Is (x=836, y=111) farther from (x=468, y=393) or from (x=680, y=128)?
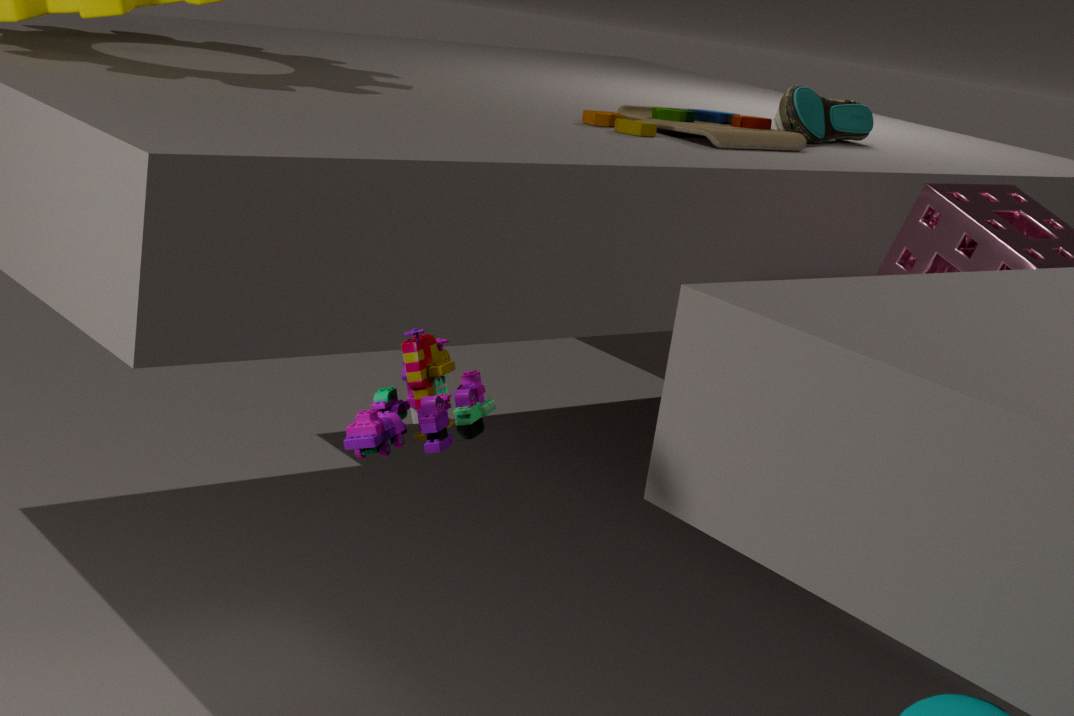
(x=468, y=393)
